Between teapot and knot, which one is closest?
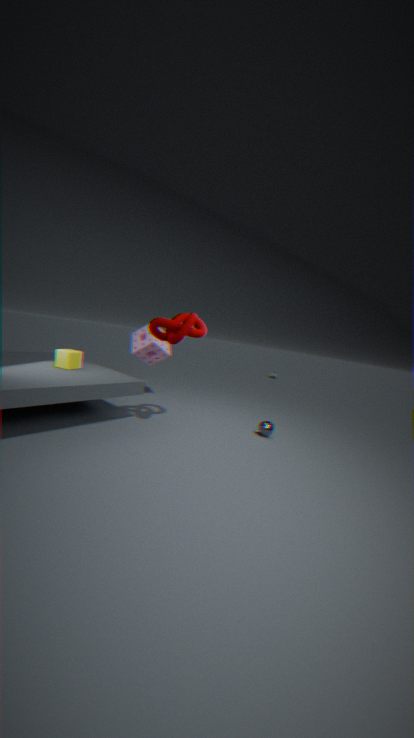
knot
